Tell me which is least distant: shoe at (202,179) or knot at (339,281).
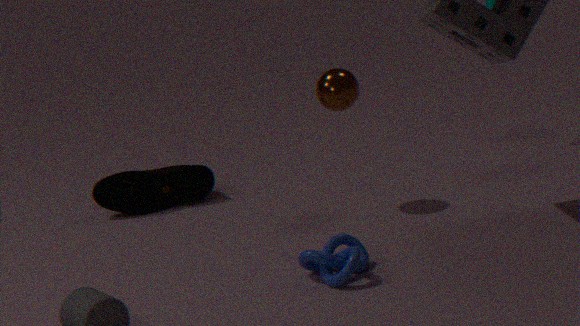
knot at (339,281)
